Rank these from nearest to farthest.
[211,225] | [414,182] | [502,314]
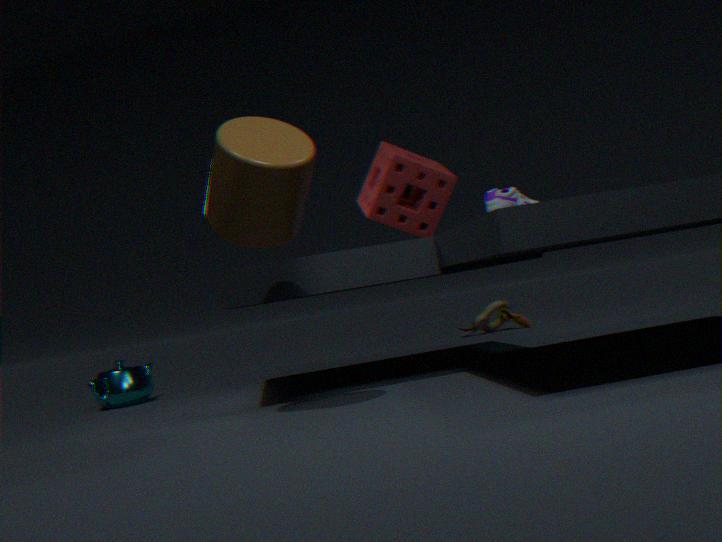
[211,225]
[414,182]
[502,314]
